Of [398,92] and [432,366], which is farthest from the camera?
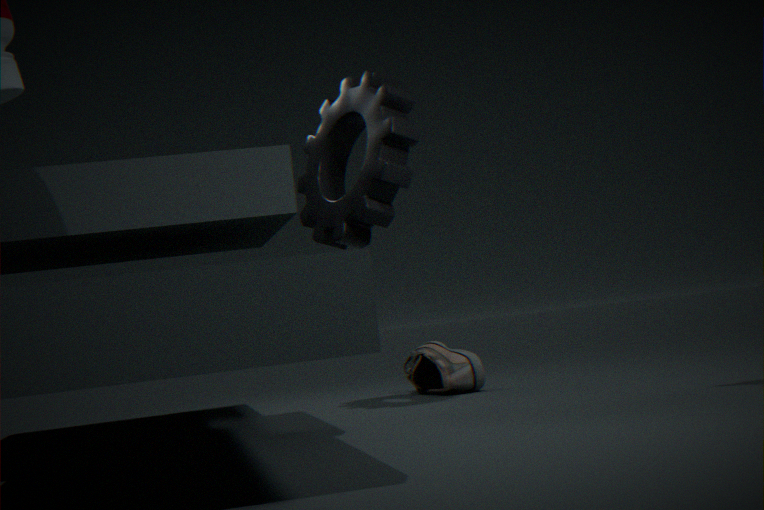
[432,366]
